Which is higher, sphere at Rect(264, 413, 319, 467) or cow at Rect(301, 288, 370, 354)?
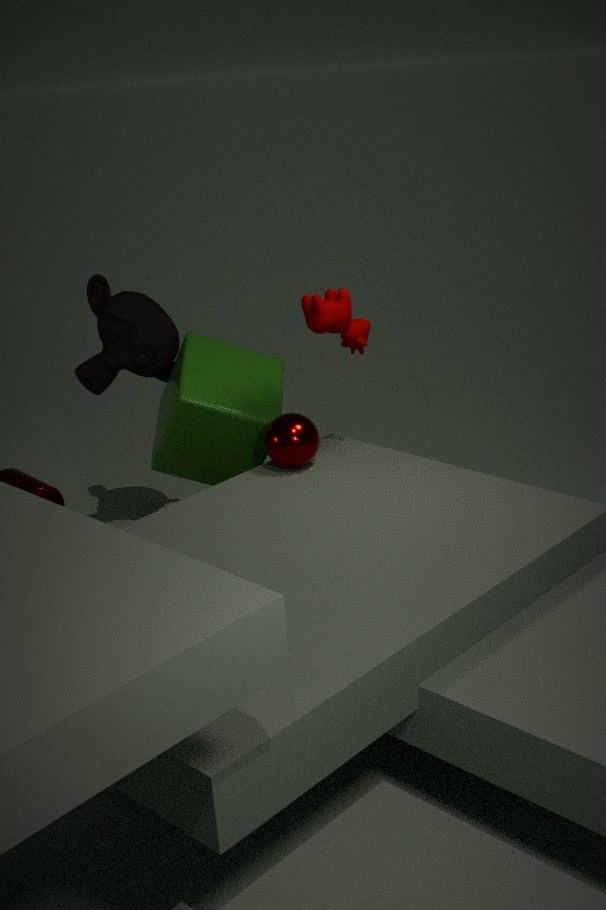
cow at Rect(301, 288, 370, 354)
